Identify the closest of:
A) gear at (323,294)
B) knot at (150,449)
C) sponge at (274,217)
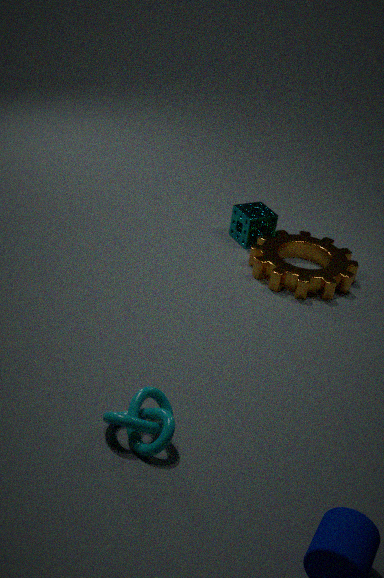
knot at (150,449)
